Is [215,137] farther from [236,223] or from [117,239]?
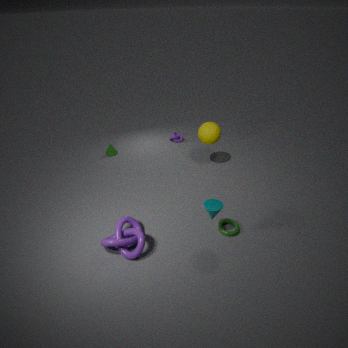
[117,239]
